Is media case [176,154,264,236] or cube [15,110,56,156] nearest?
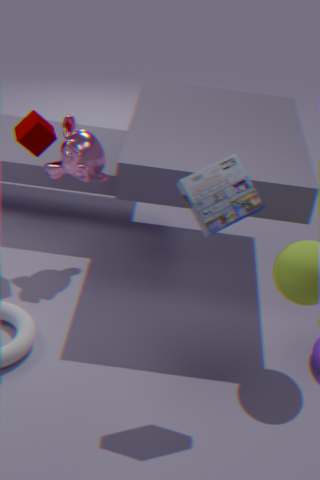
media case [176,154,264,236]
